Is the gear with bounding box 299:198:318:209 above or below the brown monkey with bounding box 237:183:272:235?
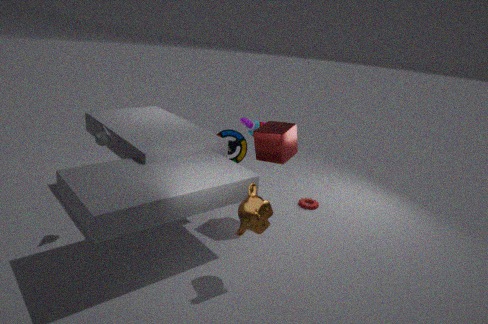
below
